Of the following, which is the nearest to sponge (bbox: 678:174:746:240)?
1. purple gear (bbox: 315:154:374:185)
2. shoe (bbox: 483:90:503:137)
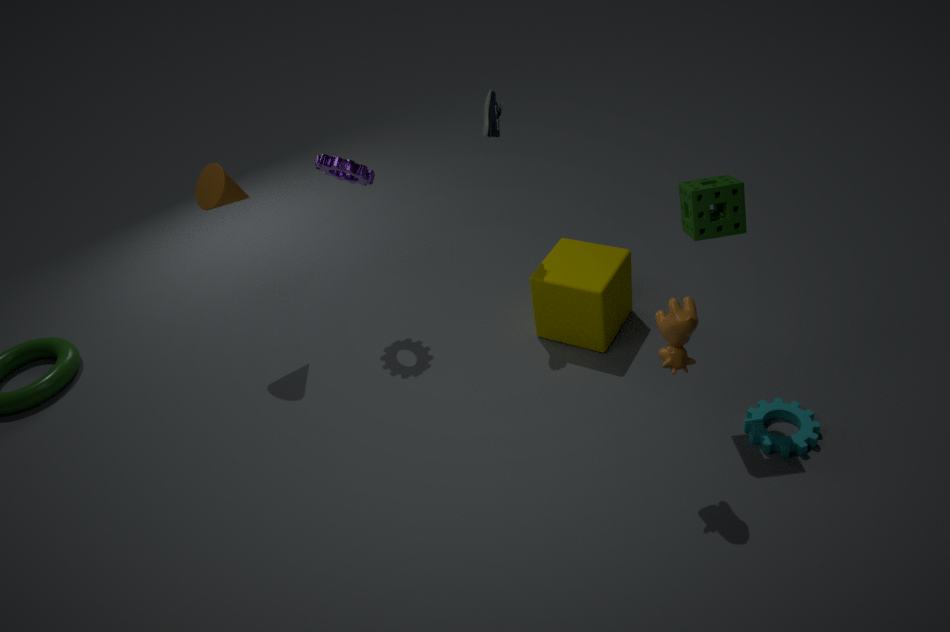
shoe (bbox: 483:90:503:137)
